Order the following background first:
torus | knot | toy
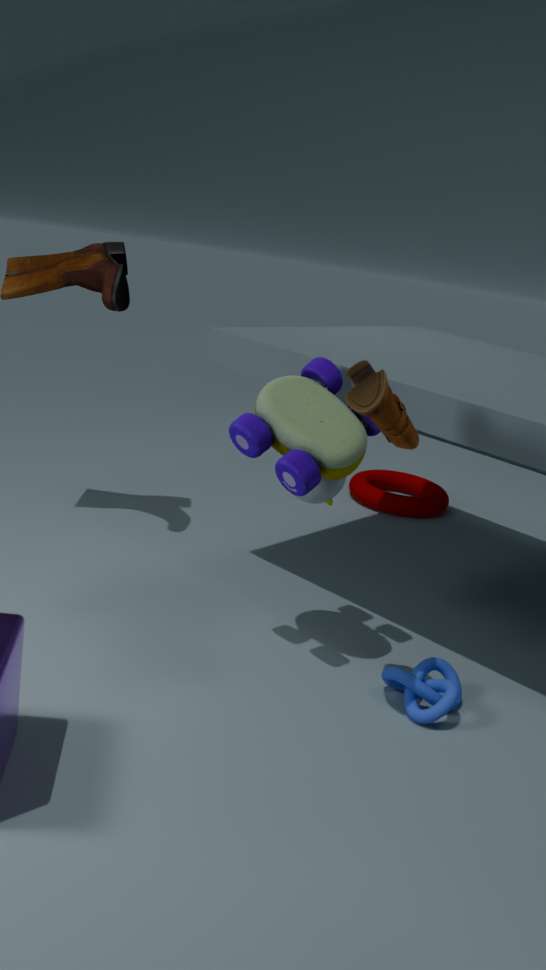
torus
knot
toy
